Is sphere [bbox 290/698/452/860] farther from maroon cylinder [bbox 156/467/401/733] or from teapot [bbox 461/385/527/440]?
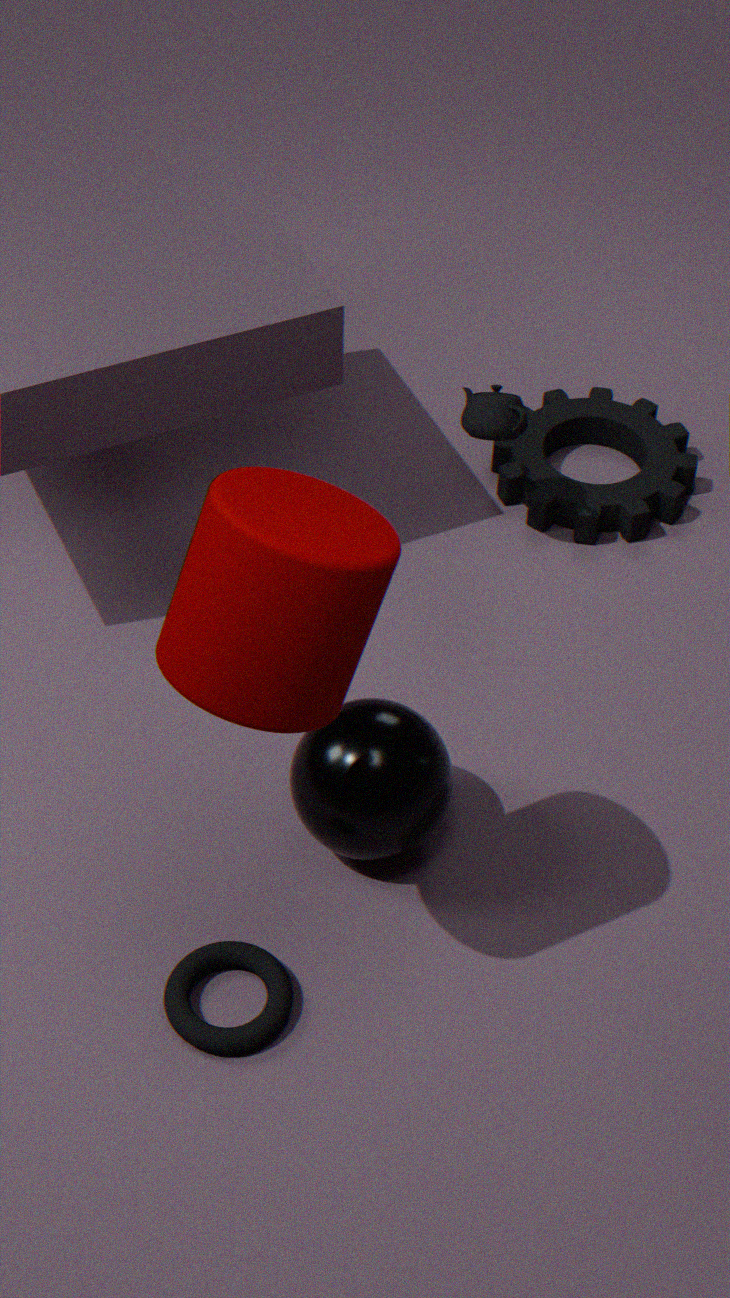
teapot [bbox 461/385/527/440]
